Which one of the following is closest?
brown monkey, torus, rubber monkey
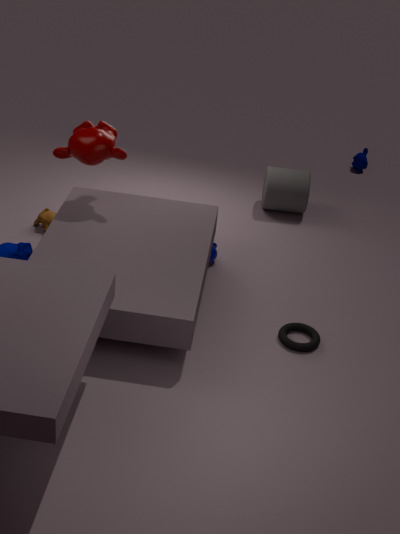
torus
